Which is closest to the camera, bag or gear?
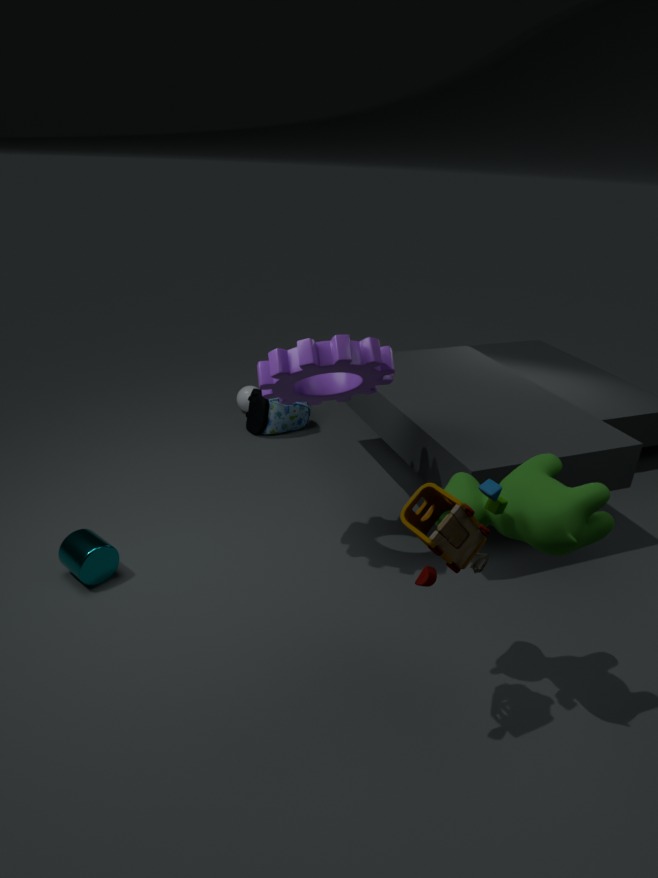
gear
